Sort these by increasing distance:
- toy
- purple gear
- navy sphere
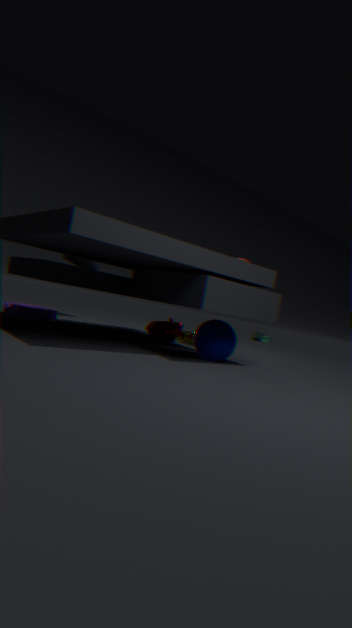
navy sphere
purple gear
toy
